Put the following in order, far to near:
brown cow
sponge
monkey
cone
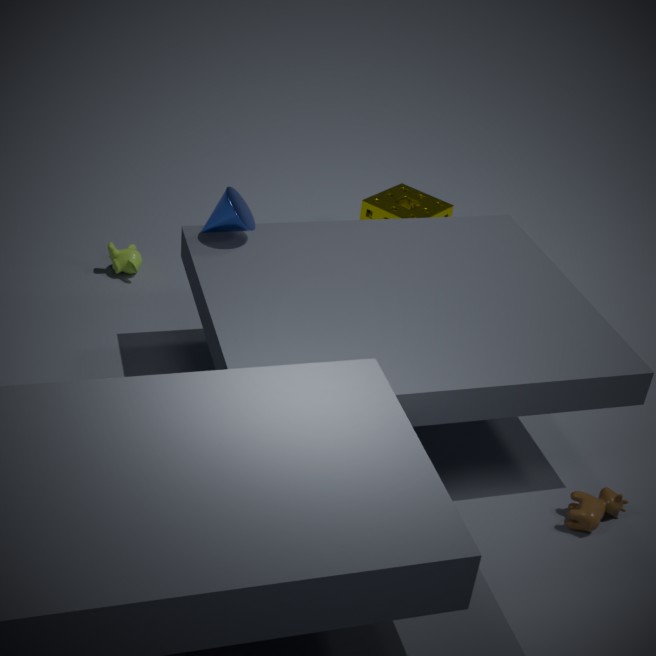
sponge < monkey < cone < brown cow
